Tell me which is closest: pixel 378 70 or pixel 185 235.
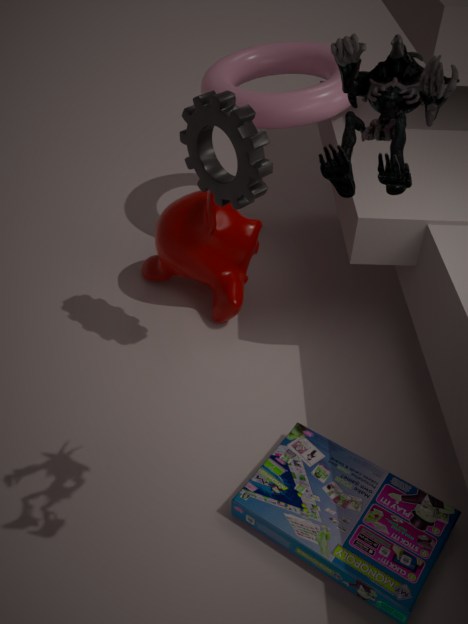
pixel 378 70
